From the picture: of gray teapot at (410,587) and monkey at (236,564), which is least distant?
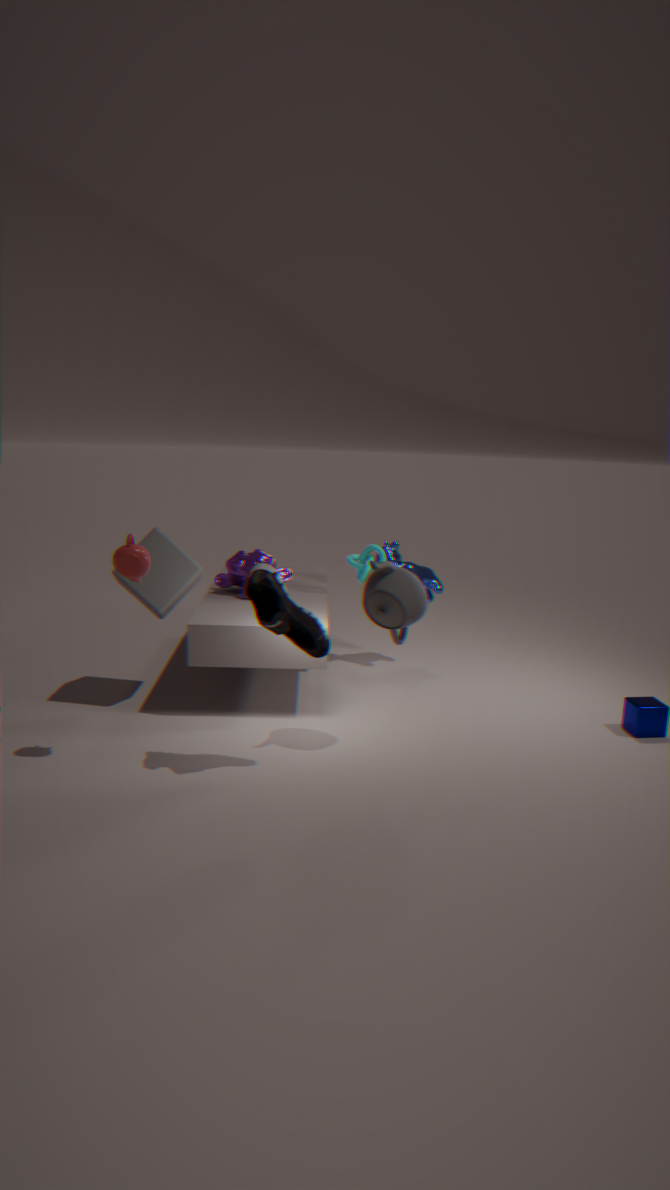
gray teapot at (410,587)
